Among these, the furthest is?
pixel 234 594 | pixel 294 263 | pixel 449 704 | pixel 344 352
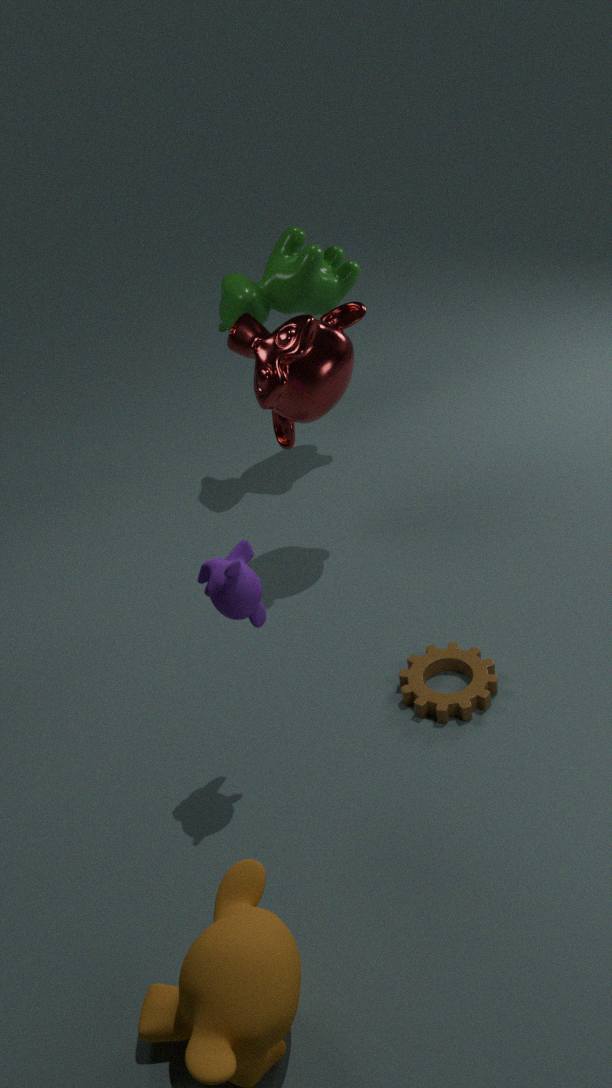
pixel 294 263
